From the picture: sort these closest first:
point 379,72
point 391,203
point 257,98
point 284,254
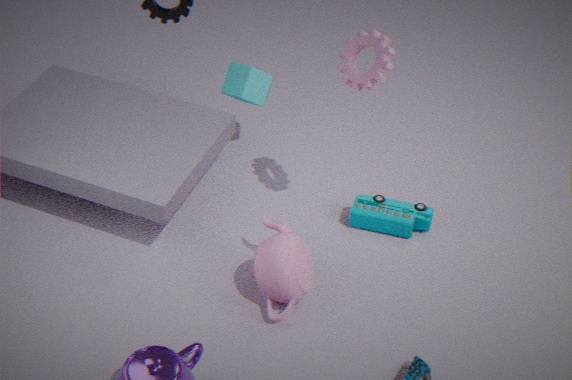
point 379,72 → point 284,254 → point 391,203 → point 257,98
